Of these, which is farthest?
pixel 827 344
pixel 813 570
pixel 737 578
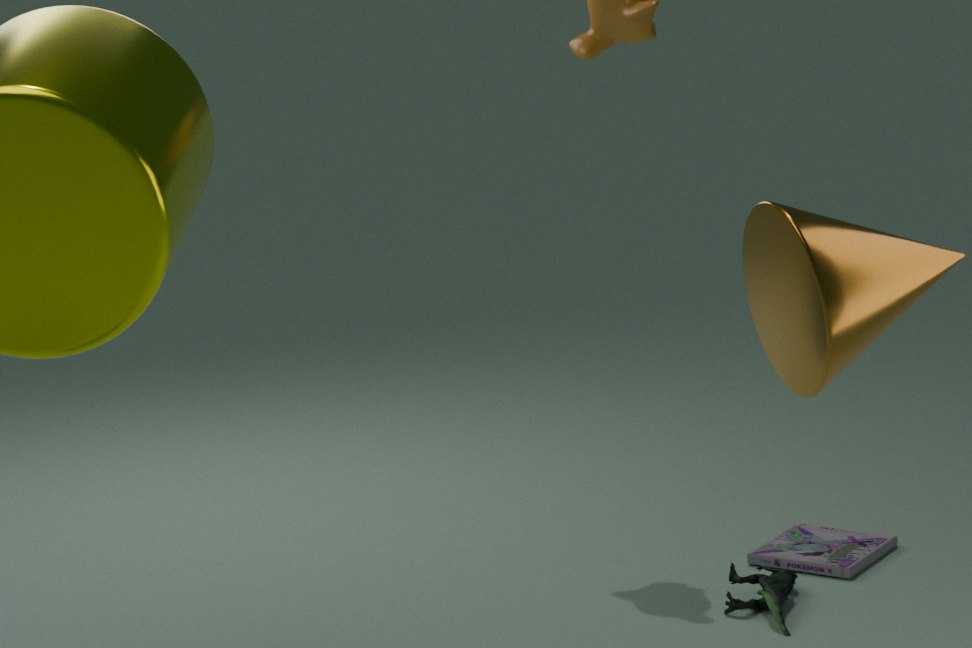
pixel 813 570
